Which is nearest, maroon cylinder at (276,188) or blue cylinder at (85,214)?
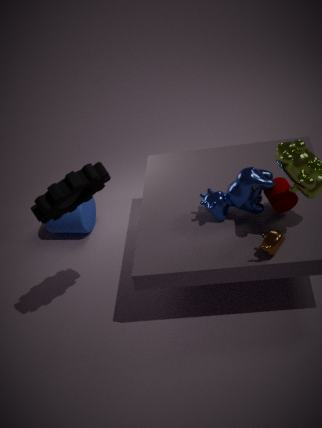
maroon cylinder at (276,188)
